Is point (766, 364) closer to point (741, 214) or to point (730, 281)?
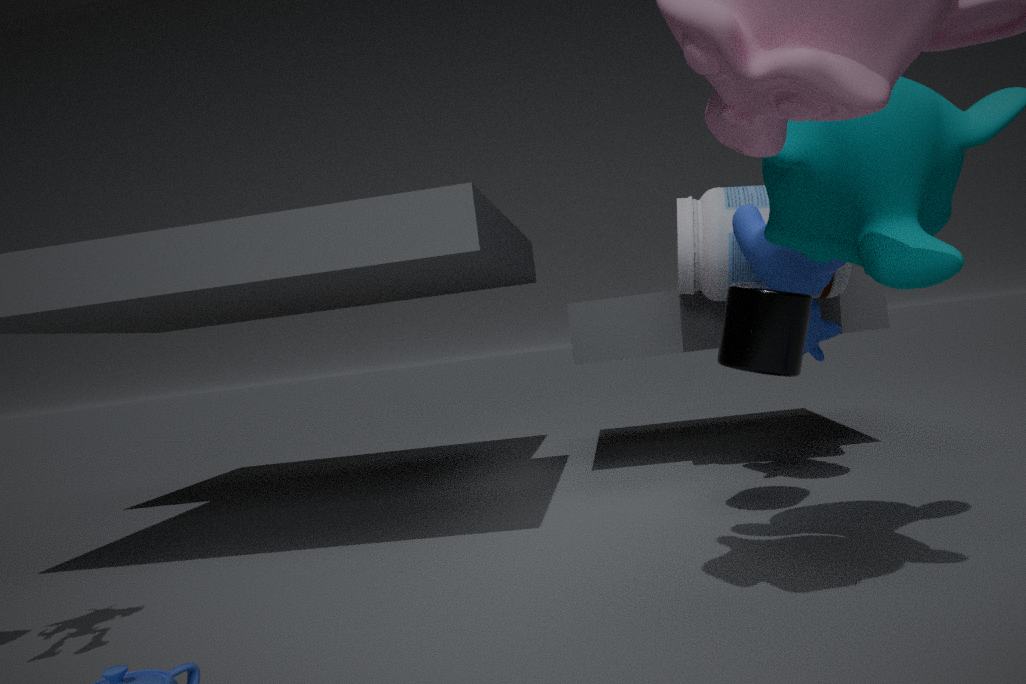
point (741, 214)
